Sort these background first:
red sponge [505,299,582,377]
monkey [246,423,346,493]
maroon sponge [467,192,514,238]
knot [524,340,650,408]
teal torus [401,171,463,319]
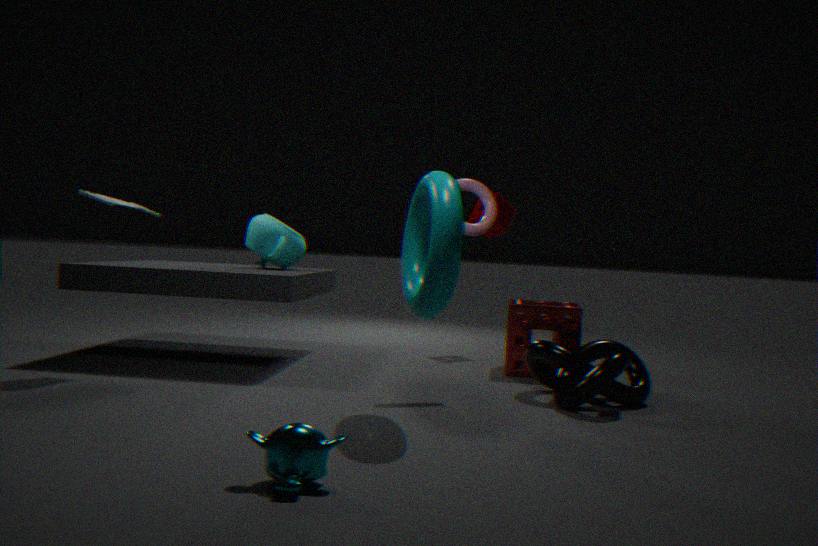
maroon sponge [467,192,514,238]
red sponge [505,299,582,377]
knot [524,340,650,408]
teal torus [401,171,463,319]
monkey [246,423,346,493]
